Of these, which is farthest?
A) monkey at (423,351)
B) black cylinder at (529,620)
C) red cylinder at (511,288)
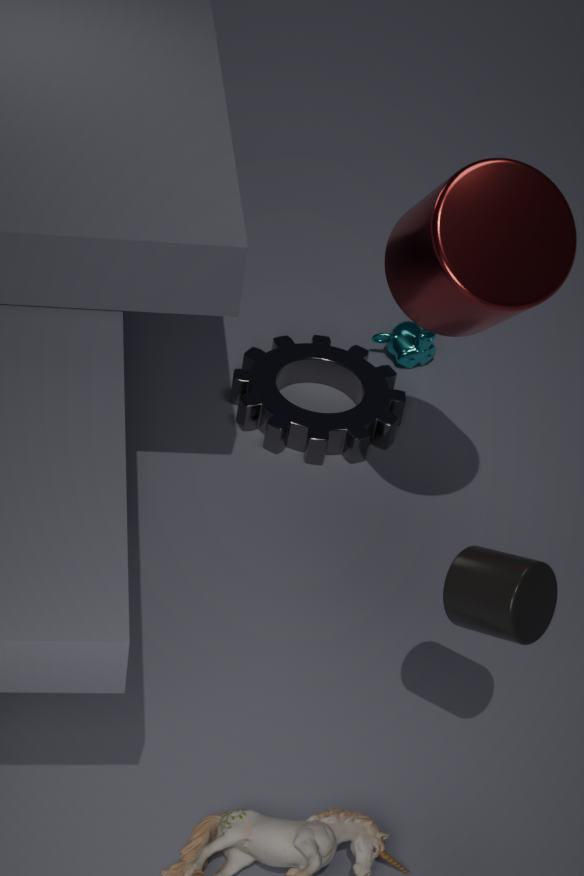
monkey at (423,351)
